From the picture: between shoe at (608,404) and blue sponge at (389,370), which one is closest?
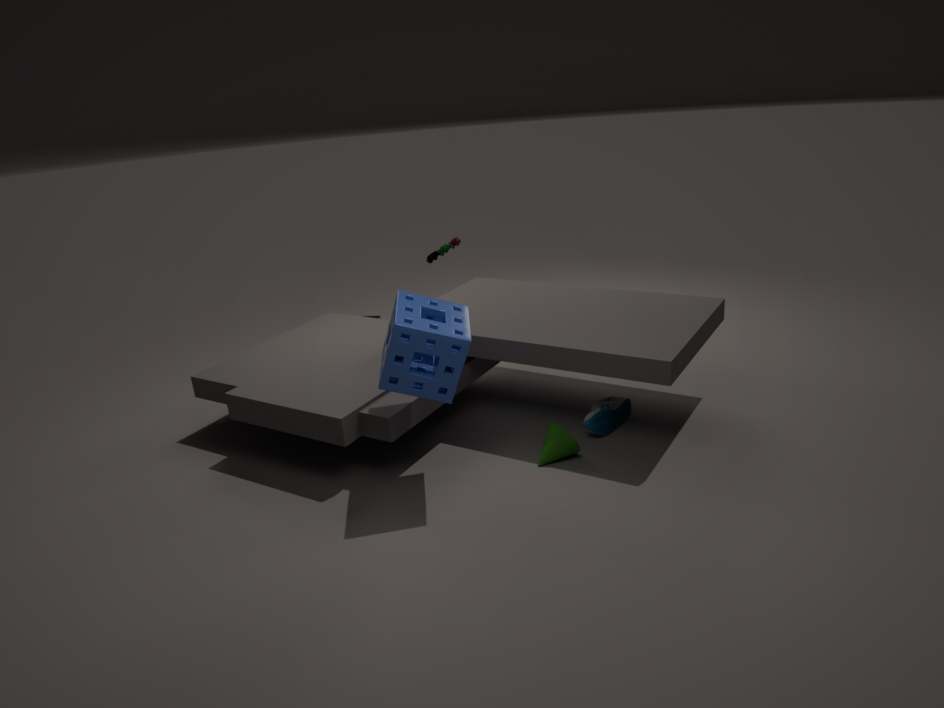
blue sponge at (389,370)
